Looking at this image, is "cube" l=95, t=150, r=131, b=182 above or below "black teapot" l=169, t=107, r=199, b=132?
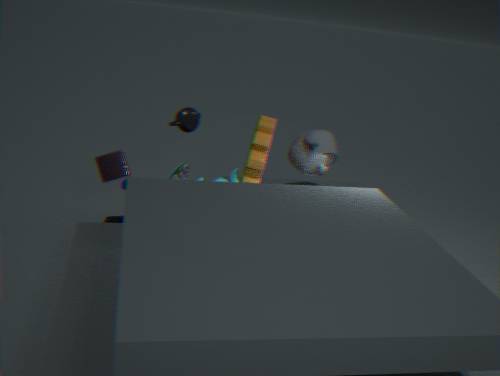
below
